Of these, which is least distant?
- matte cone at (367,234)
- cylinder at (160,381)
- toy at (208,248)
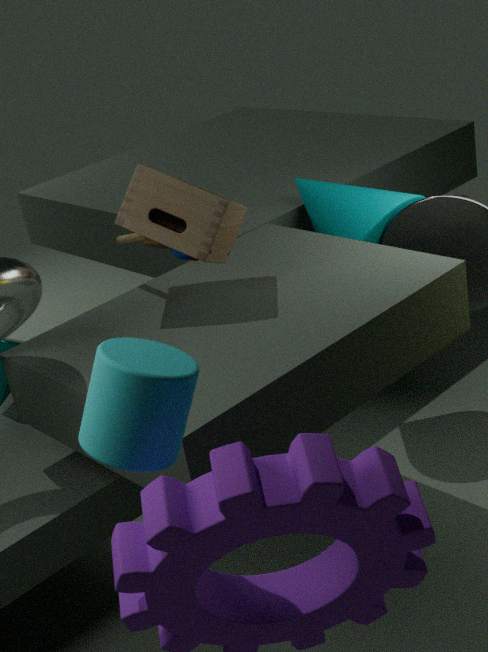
cylinder at (160,381)
